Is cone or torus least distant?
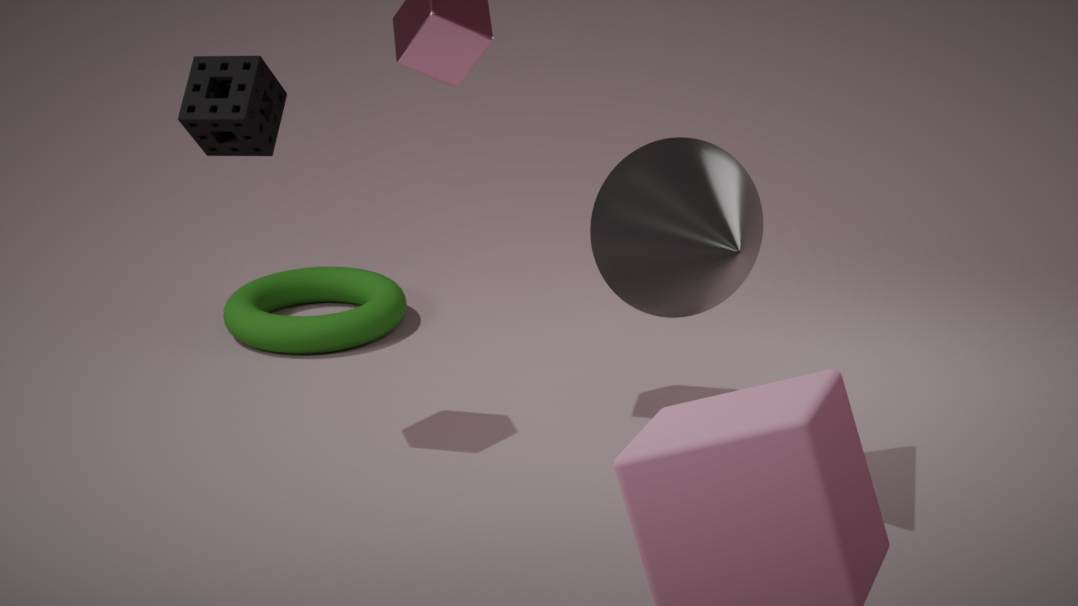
cone
